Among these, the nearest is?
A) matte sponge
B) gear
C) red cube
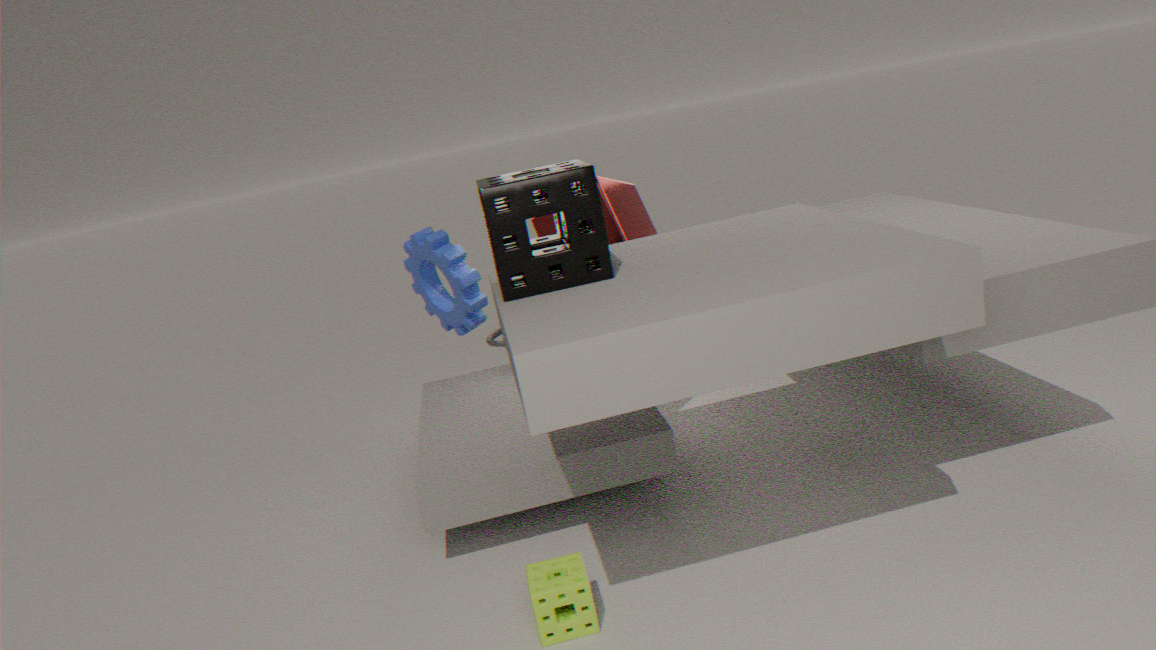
matte sponge
